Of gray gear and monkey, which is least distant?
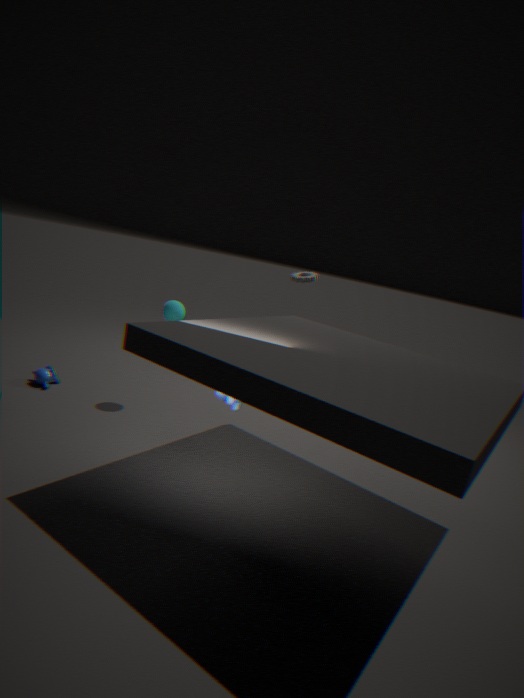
monkey
